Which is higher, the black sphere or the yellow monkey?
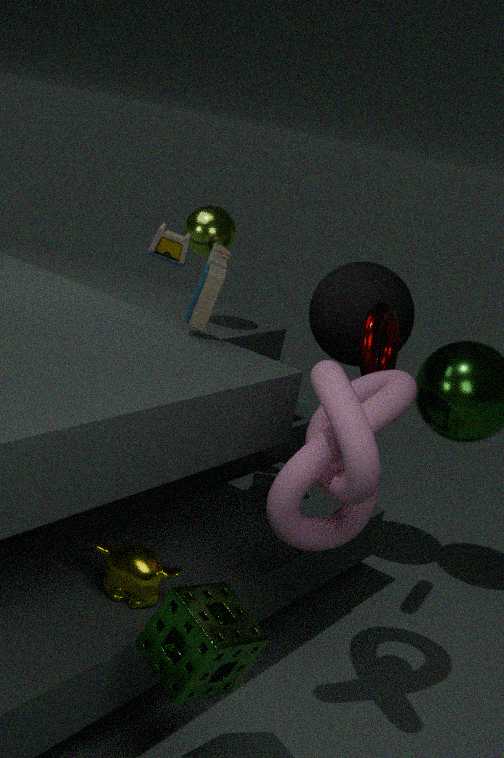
the black sphere
